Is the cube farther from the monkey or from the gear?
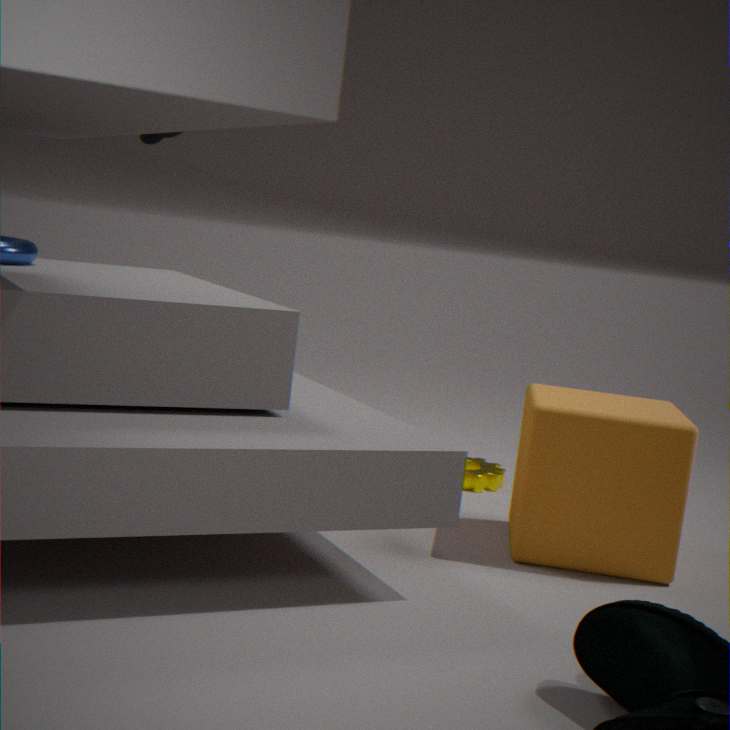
the monkey
